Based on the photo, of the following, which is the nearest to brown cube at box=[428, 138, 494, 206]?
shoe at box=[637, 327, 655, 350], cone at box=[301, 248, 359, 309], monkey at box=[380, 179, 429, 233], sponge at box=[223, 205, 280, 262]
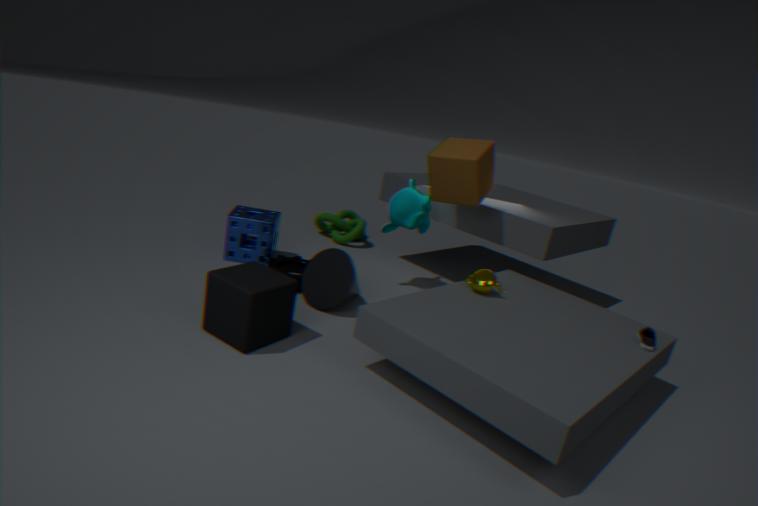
monkey at box=[380, 179, 429, 233]
